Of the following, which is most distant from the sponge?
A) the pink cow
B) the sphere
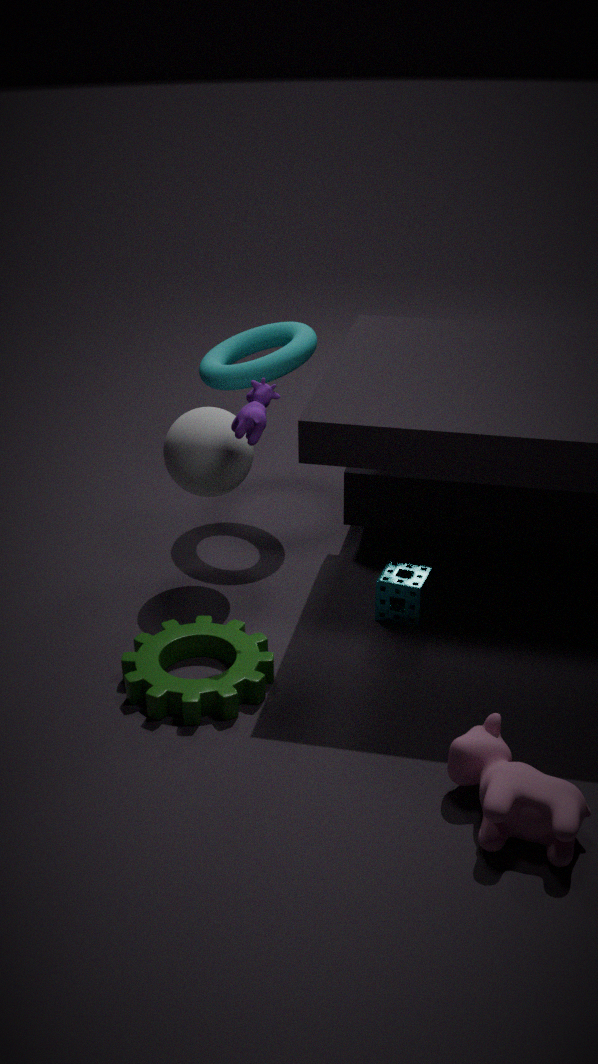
the pink cow
